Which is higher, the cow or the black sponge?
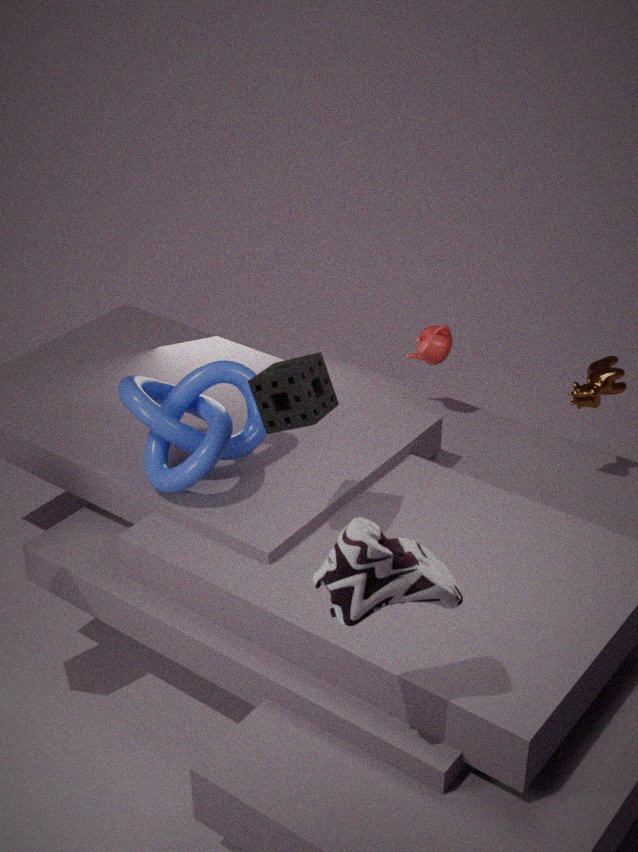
the black sponge
